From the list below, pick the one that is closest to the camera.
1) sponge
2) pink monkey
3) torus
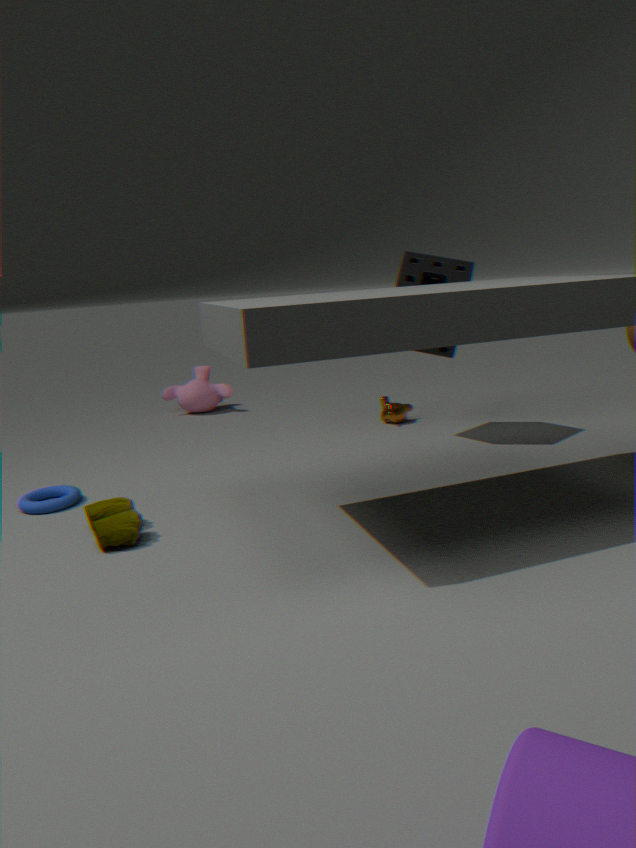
3. torus
